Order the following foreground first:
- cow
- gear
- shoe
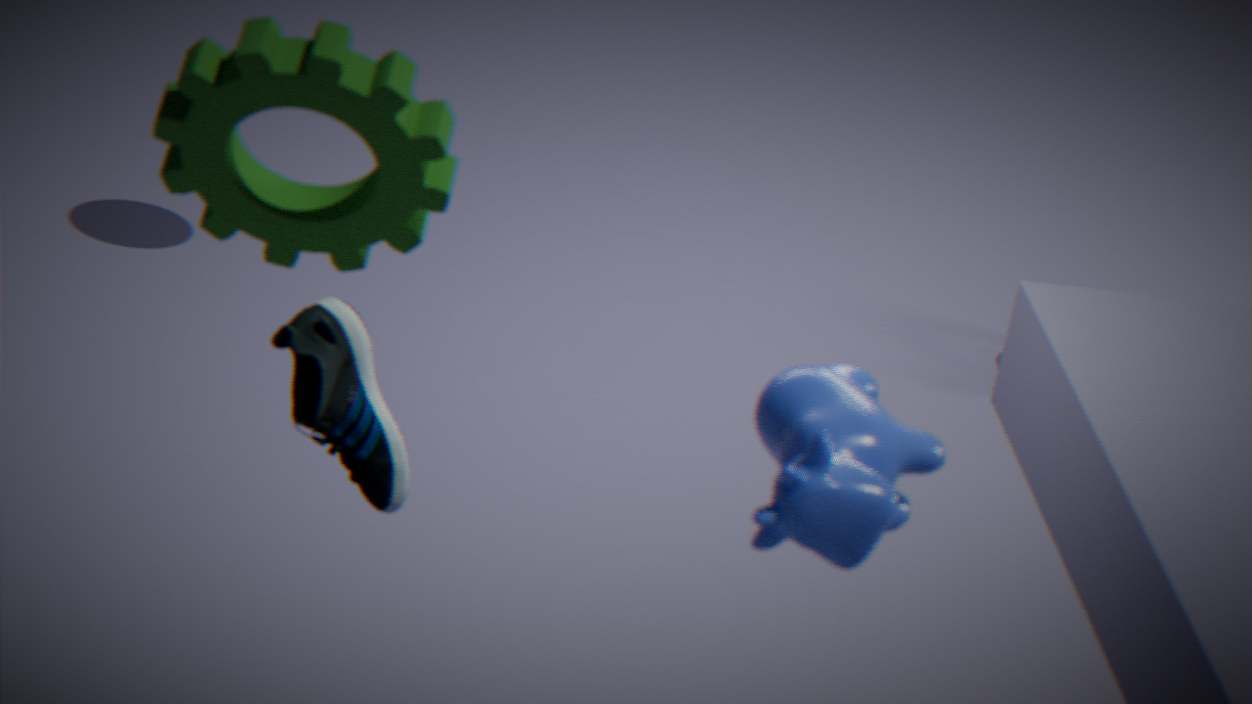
cow → gear → shoe
